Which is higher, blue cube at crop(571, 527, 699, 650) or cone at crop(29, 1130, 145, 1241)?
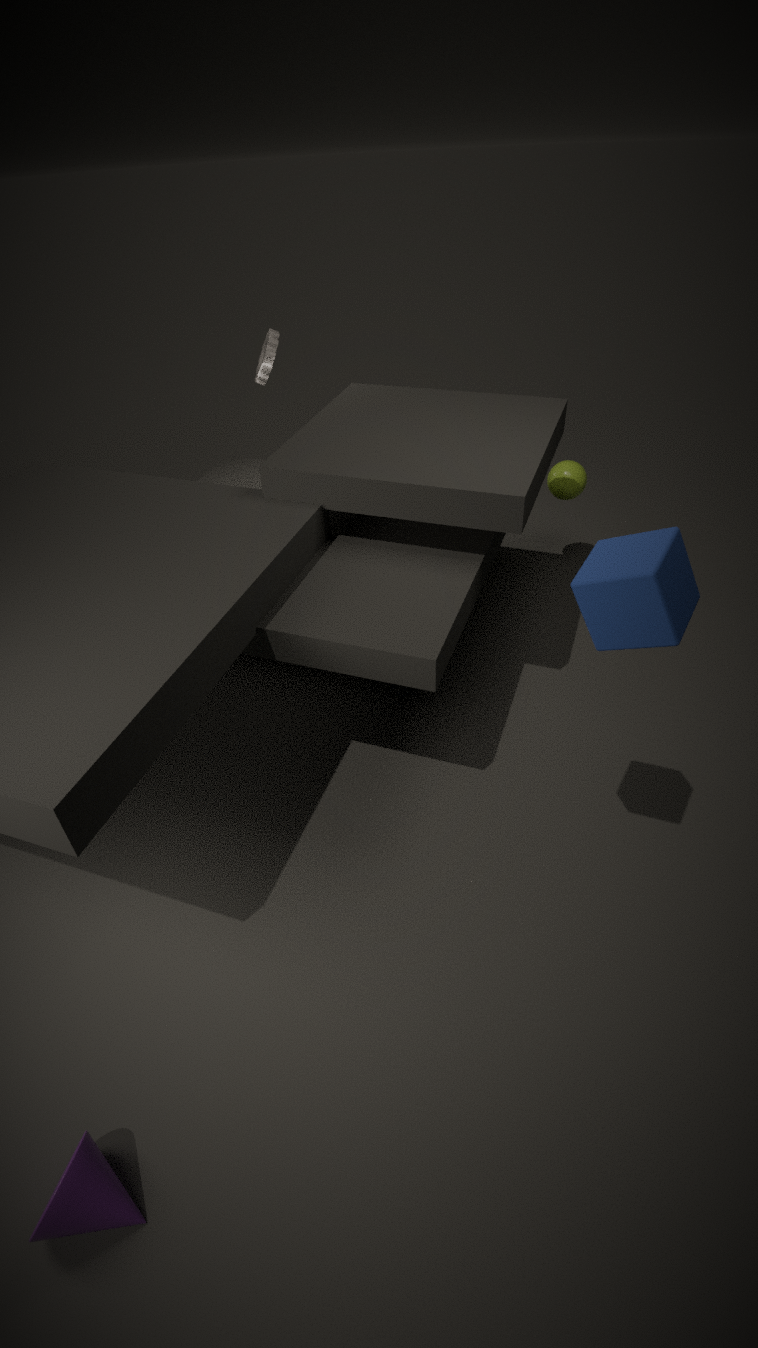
blue cube at crop(571, 527, 699, 650)
